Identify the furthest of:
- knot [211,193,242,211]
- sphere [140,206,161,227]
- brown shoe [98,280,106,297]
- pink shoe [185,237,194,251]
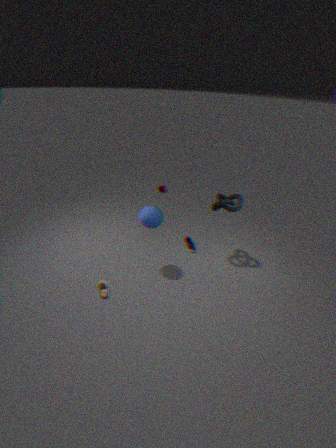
pink shoe [185,237,194,251]
